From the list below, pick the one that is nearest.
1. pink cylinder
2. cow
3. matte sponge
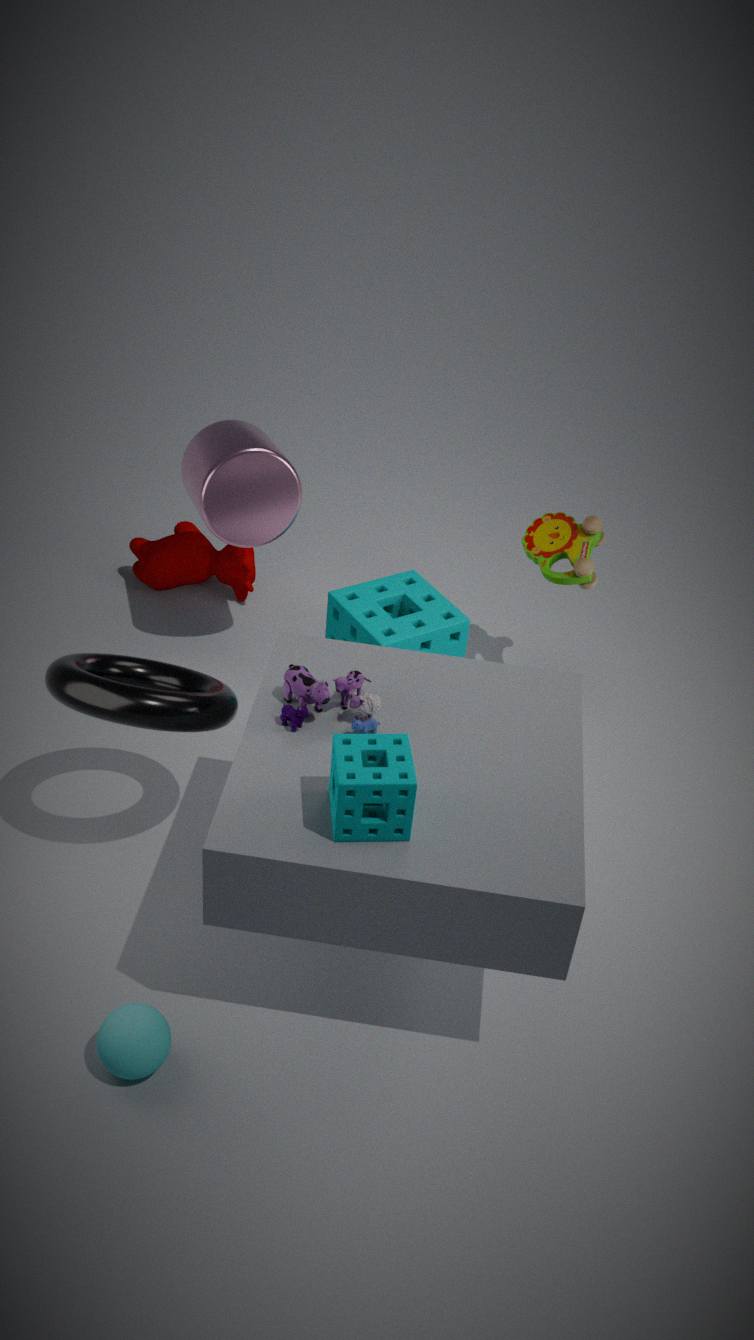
matte sponge
